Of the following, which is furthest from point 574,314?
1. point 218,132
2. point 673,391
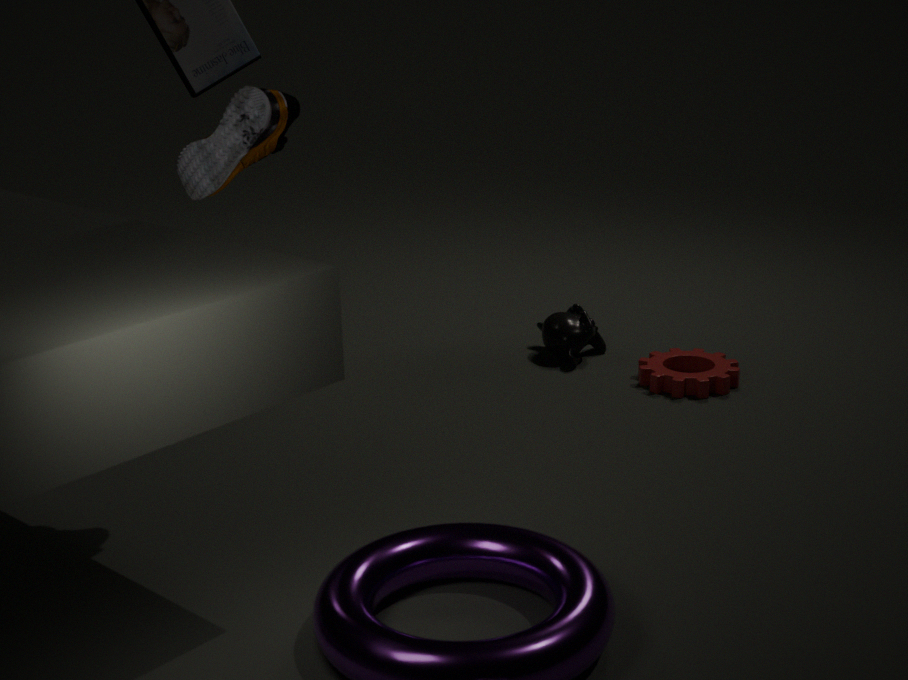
point 218,132
